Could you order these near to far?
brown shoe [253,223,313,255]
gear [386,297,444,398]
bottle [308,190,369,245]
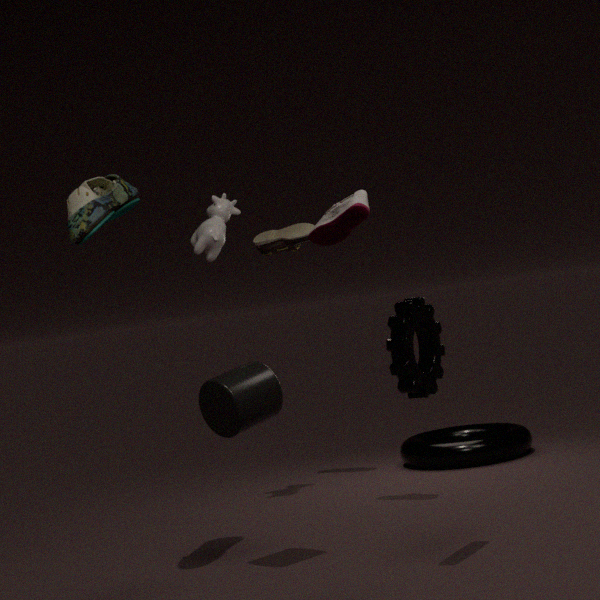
gear [386,297,444,398]
bottle [308,190,369,245]
brown shoe [253,223,313,255]
